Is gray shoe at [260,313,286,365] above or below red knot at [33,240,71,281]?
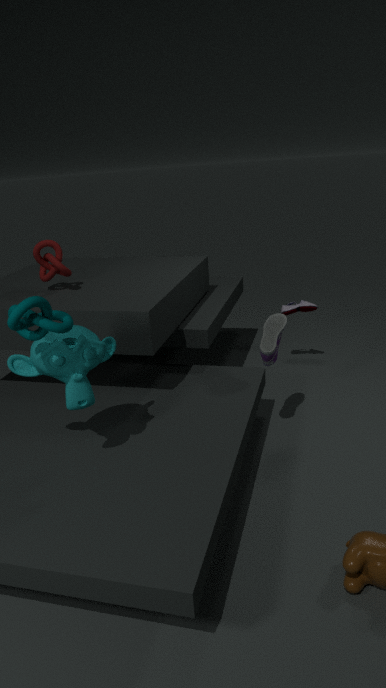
below
